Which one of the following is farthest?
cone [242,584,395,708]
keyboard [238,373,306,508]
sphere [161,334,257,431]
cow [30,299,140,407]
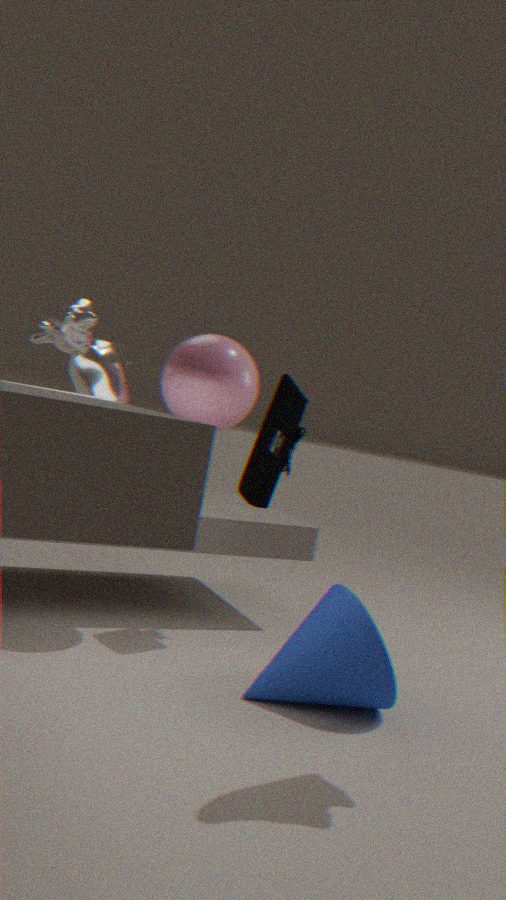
keyboard [238,373,306,508]
